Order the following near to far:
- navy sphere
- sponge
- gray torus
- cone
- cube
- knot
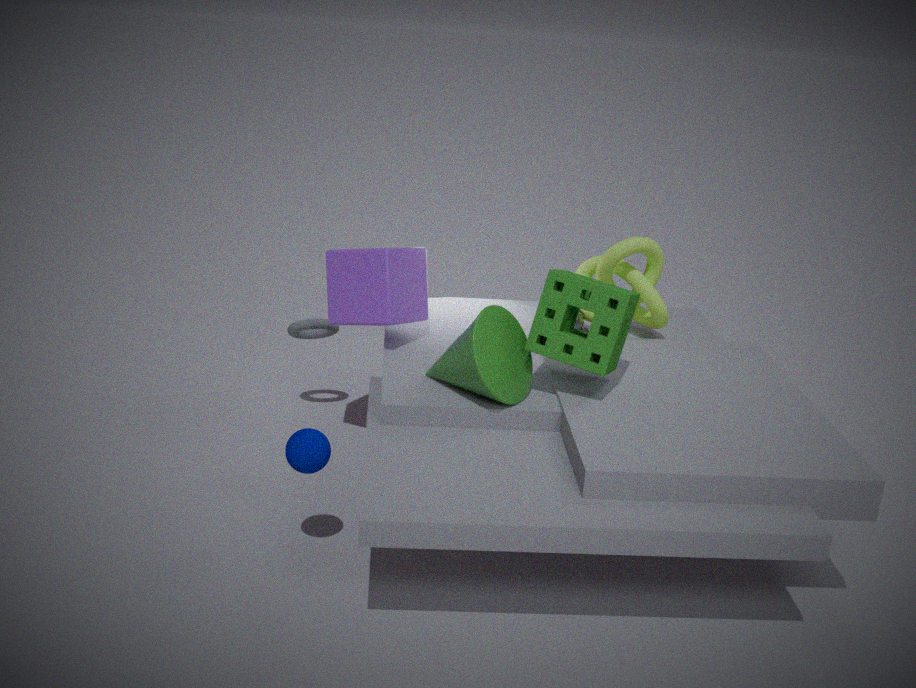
navy sphere, cone, sponge, cube, knot, gray torus
